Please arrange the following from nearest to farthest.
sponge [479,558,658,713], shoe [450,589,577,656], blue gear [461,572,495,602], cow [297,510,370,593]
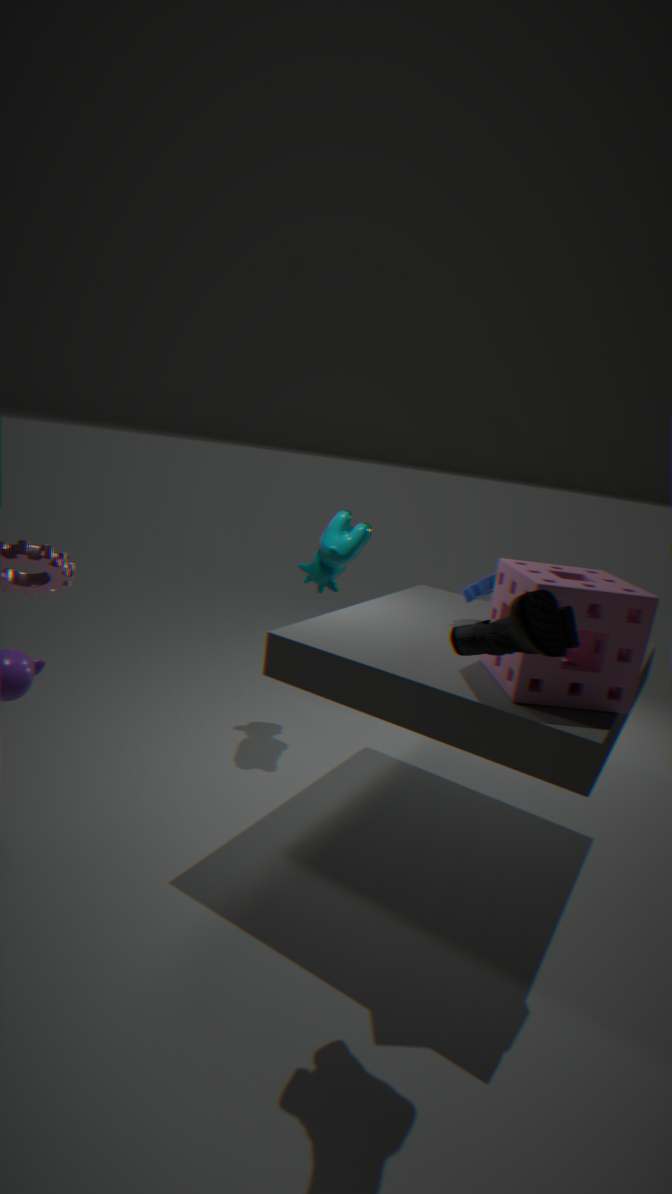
1. shoe [450,589,577,656]
2. sponge [479,558,658,713]
3. blue gear [461,572,495,602]
4. cow [297,510,370,593]
